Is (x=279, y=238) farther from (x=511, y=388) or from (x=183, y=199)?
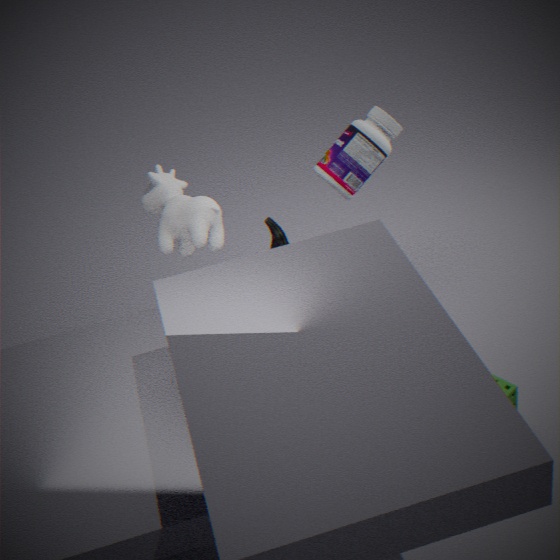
(x=511, y=388)
